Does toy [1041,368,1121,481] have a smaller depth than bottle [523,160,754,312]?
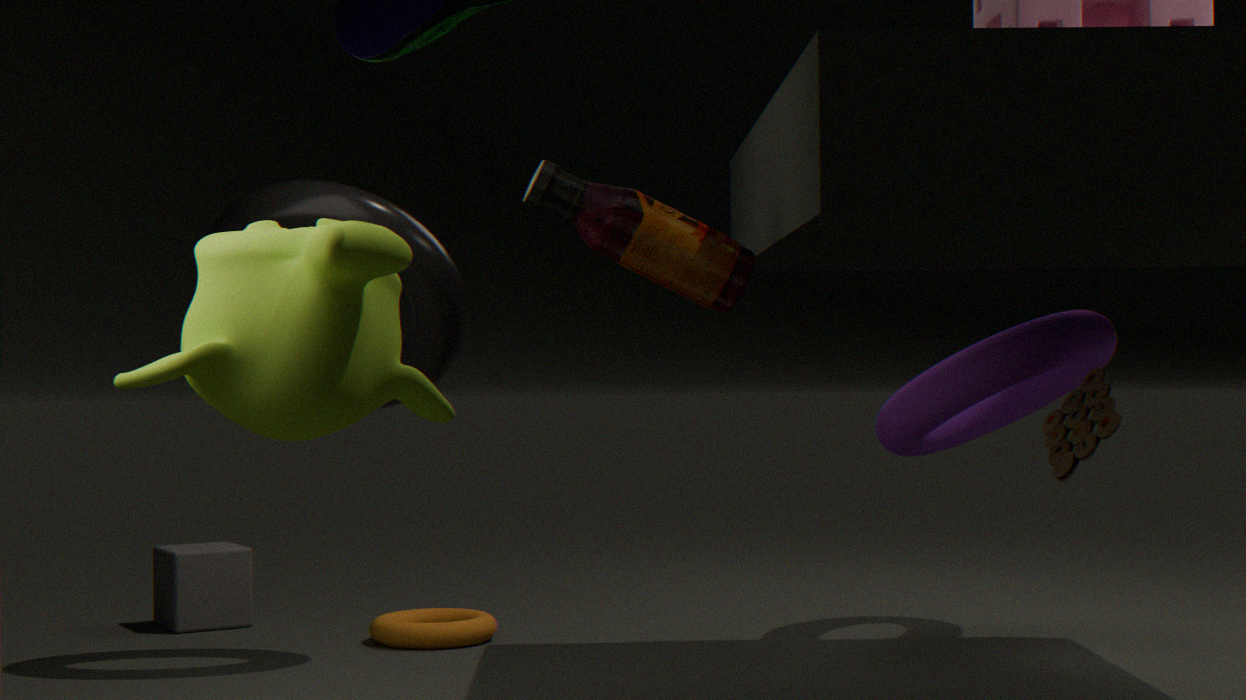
No
